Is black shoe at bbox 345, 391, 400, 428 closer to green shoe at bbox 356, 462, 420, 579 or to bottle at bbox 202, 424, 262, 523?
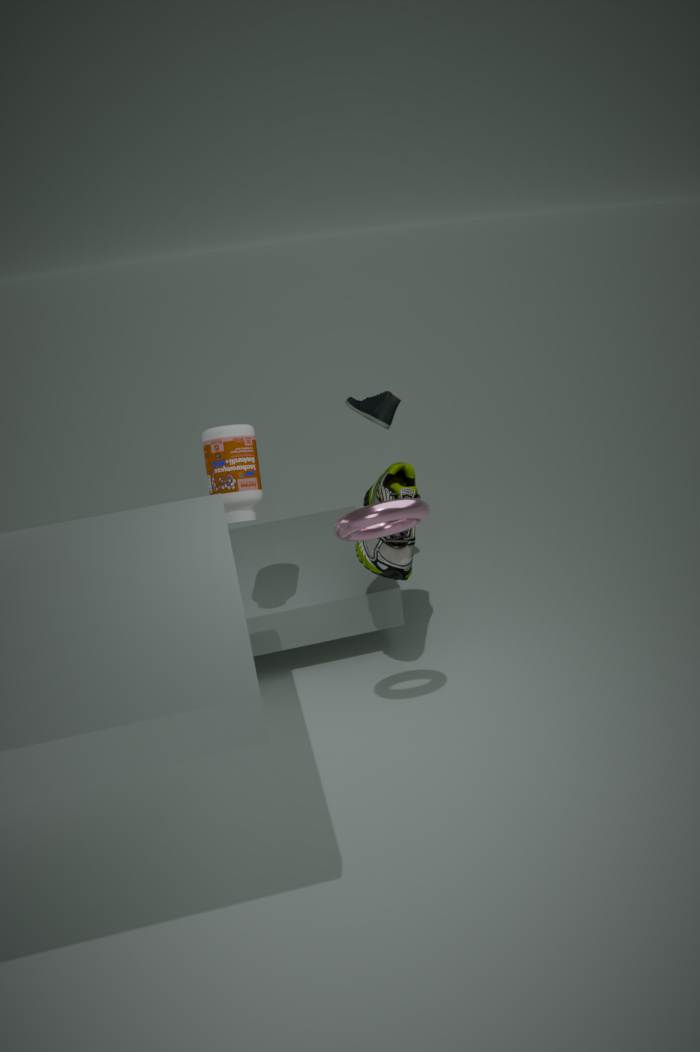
green shoe at bbox 356, 462, 420, 579
